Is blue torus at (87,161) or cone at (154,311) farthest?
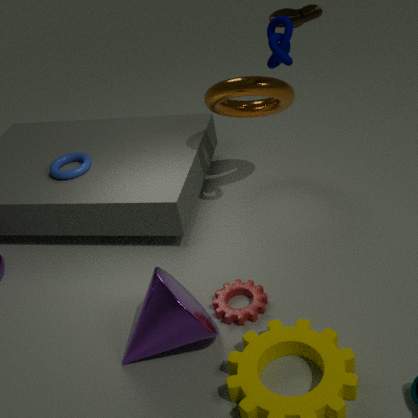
blue torus at (87,161)
